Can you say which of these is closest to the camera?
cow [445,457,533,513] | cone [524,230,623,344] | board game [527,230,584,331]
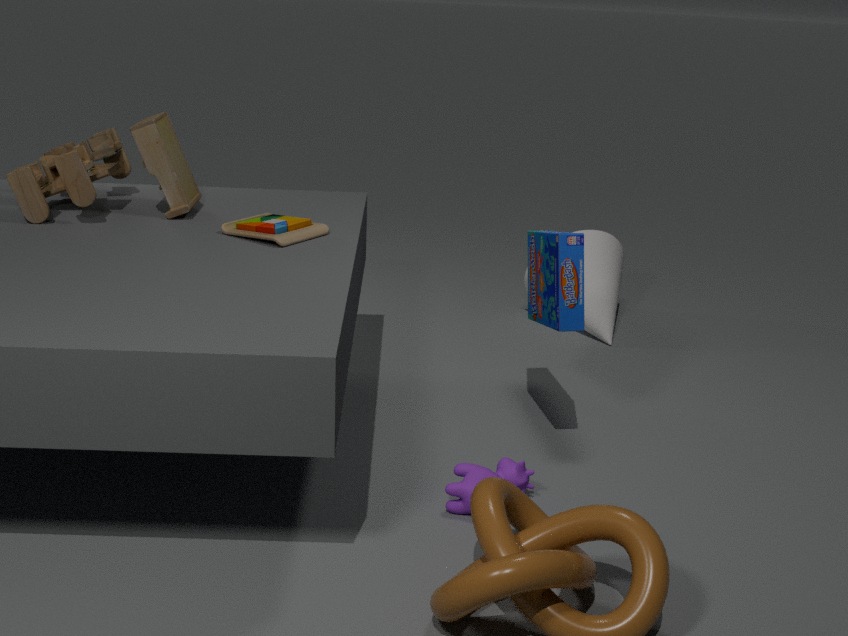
cow [445,457,533,513]
